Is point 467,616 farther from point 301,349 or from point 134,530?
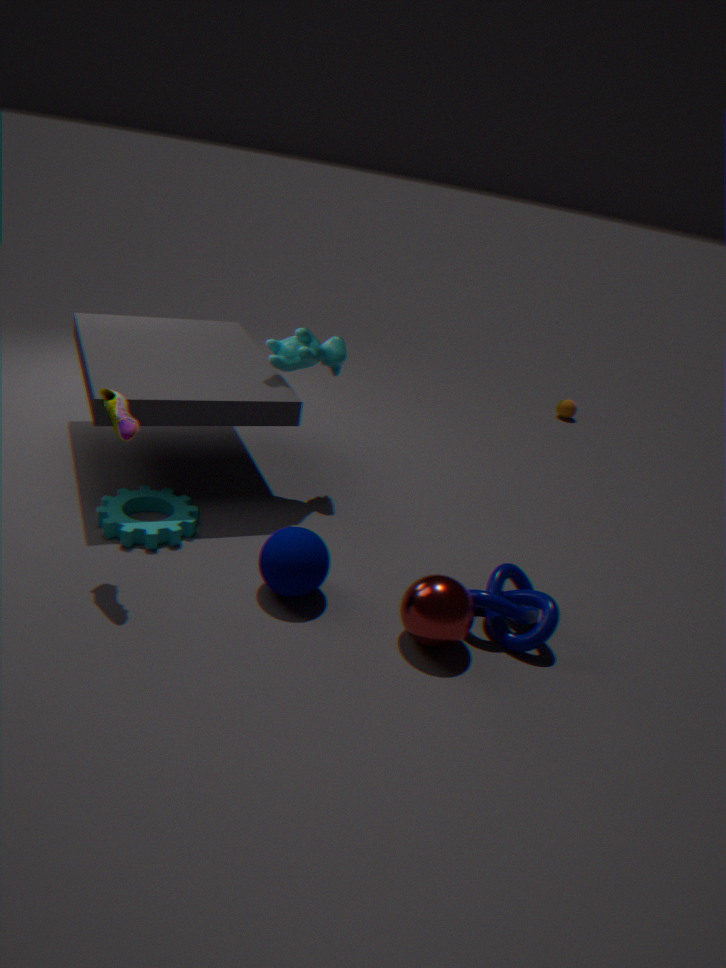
point 301,349
